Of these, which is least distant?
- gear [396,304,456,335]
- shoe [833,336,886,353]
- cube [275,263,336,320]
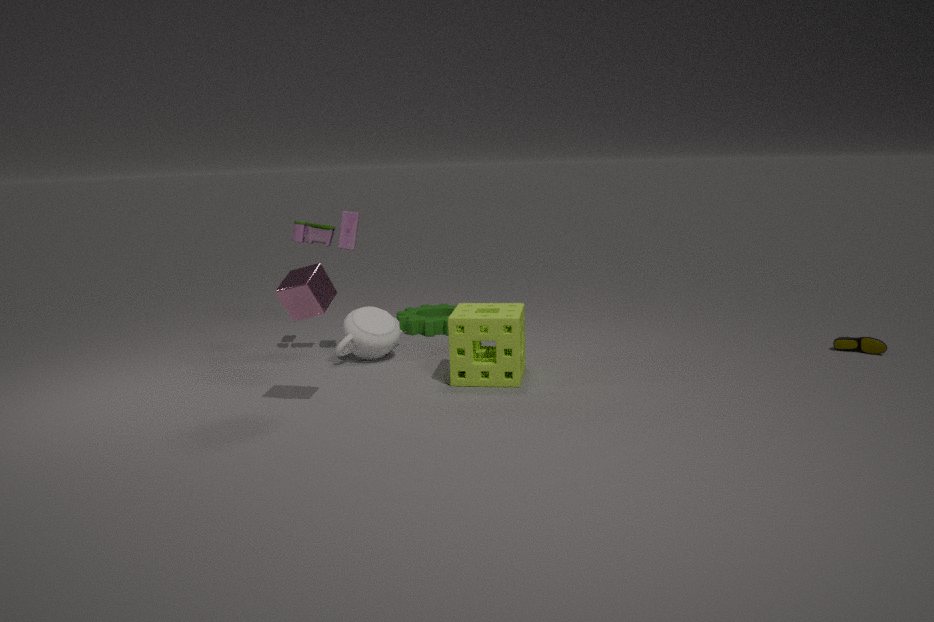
cube [275,263,336,320]
